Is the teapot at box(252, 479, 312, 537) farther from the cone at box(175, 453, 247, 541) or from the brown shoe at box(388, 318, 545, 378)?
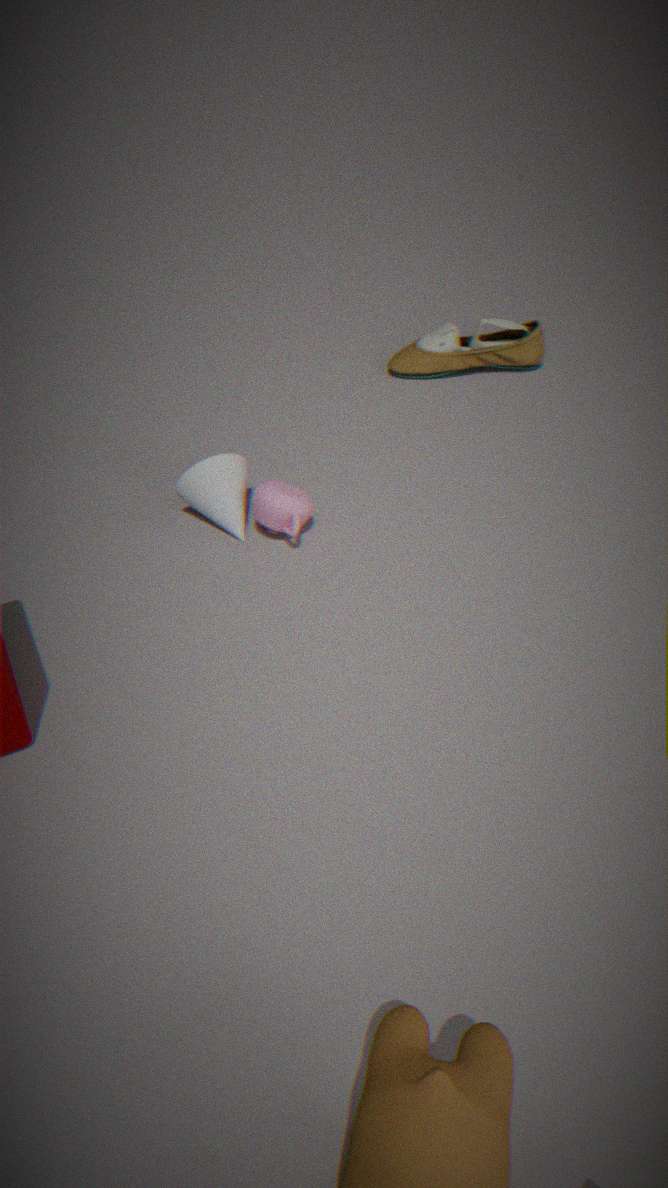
the brown shoe at box(388, 318, 545, 378)
